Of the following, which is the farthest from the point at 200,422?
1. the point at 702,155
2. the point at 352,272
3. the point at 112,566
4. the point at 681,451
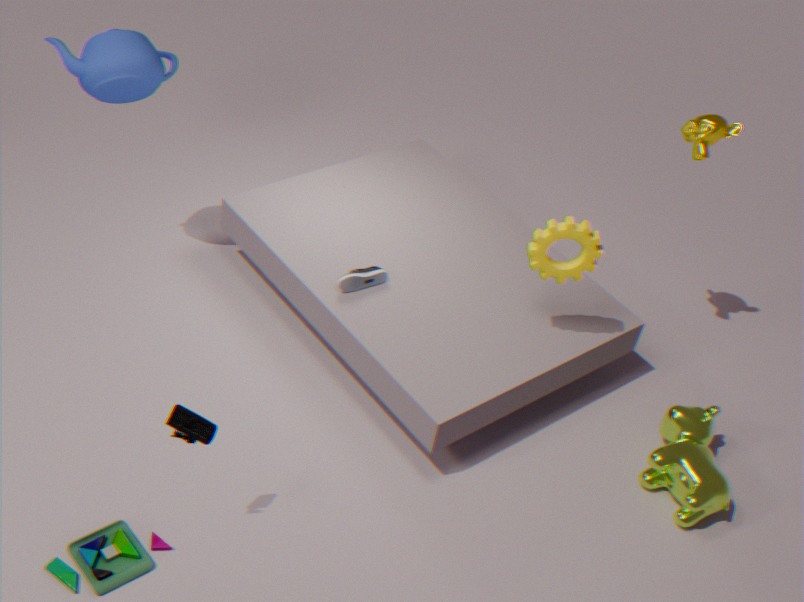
the point at 702,155
